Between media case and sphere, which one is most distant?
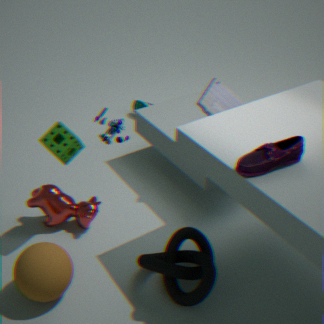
media case
